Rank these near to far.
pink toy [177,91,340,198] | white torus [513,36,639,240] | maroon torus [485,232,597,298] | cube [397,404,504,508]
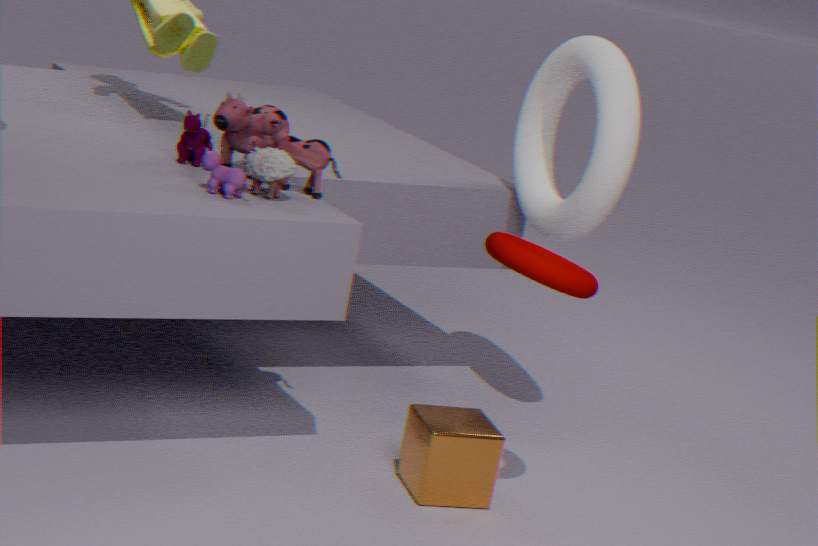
1. maroon torus [485,232,597,298]
2. cube [397,404,504,508]
3. pink toy [177,91,340,198]
4. white torus [513,36,639,240]
